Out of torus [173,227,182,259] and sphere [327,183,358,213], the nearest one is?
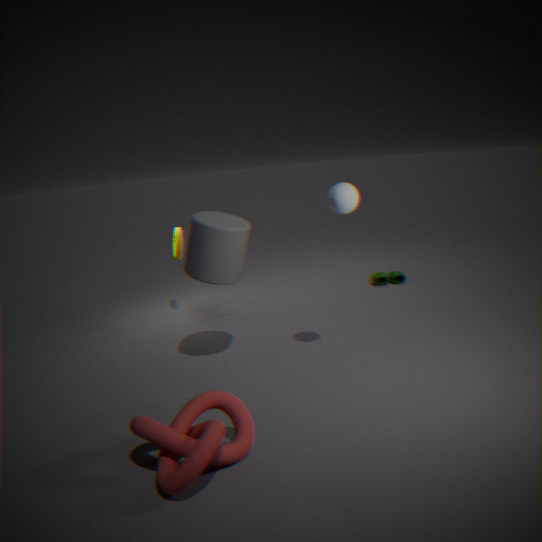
Result: sphere [327,183,358,213]
